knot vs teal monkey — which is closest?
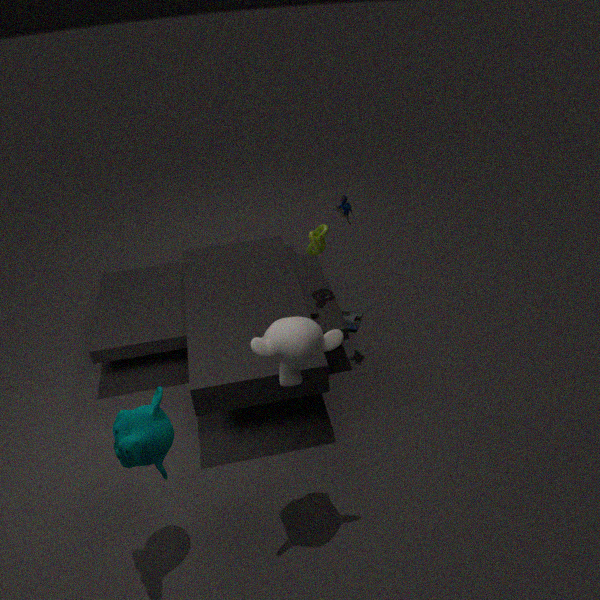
teal monkey
